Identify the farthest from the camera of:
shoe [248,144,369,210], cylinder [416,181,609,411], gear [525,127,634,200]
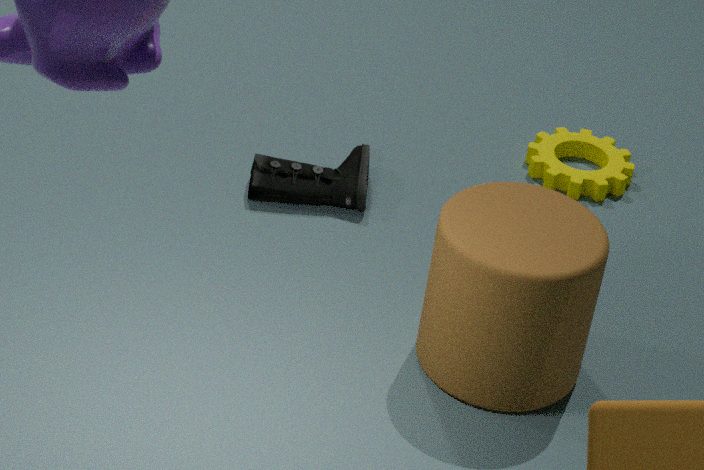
gear [525,127,634,200]
